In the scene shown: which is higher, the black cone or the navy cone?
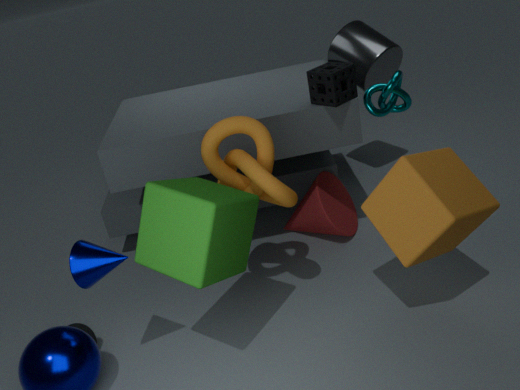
the navy cone
